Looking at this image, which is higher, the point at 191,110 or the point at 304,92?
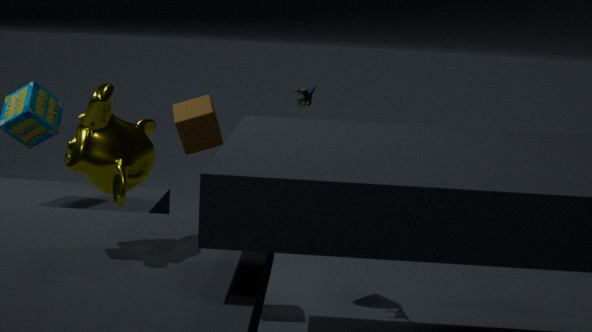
the point at 304,92
